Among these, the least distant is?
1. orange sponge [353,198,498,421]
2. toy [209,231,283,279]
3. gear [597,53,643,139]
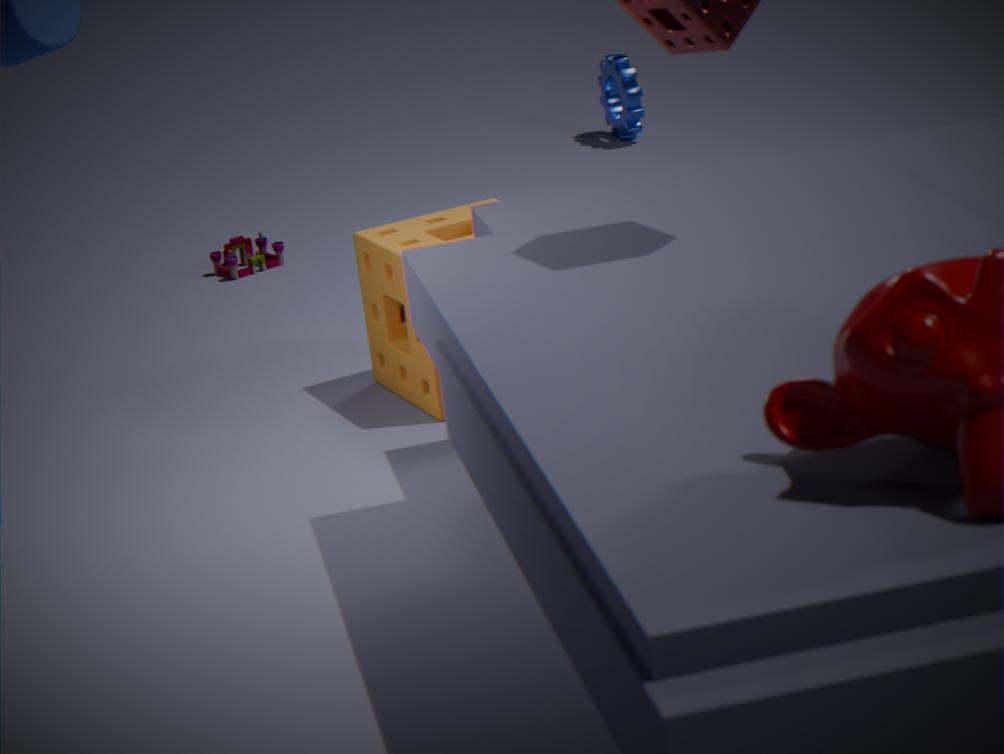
orange sponge [353,198,498,421]
